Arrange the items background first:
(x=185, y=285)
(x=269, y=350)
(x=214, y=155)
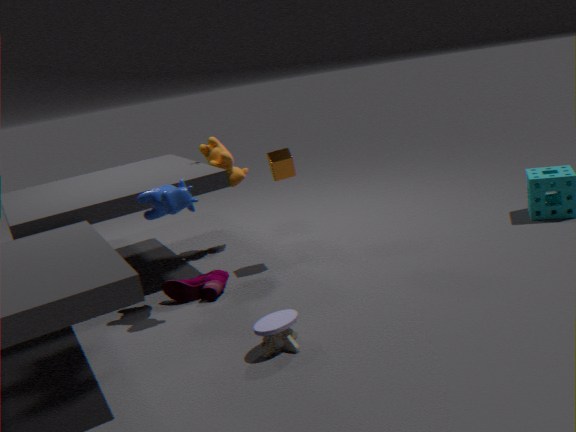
(x=214, y=155), (x=185, y=285), (x=269, y=350)
